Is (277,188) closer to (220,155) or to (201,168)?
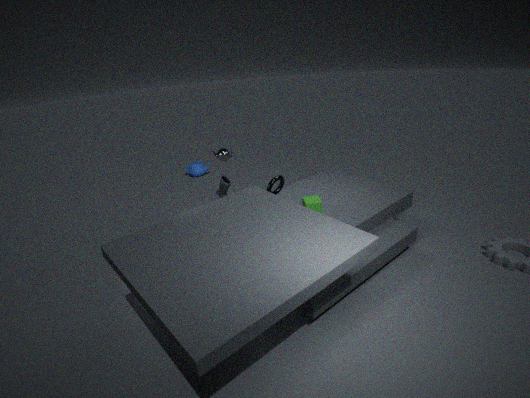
(220,155)
